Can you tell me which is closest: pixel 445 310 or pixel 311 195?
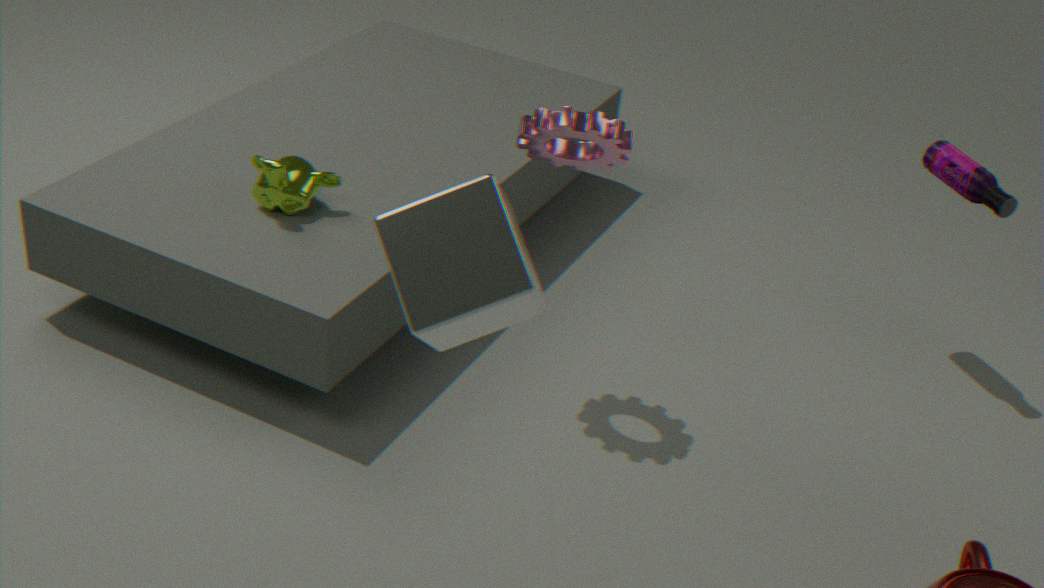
pixel 445 310
